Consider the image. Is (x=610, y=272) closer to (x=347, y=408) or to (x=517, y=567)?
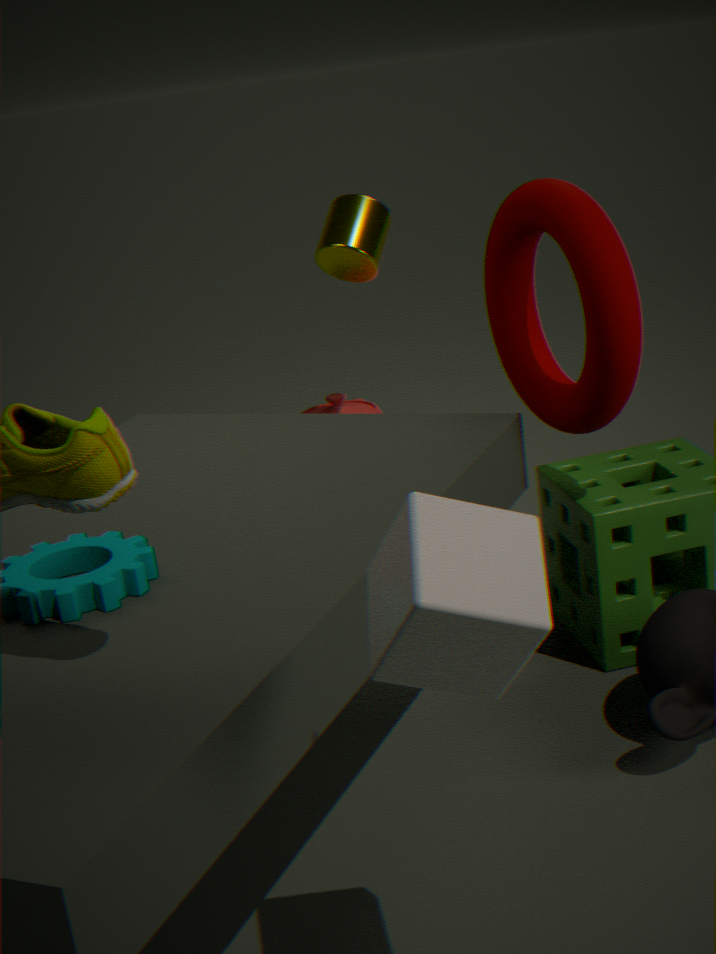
(x=517, y=567)
